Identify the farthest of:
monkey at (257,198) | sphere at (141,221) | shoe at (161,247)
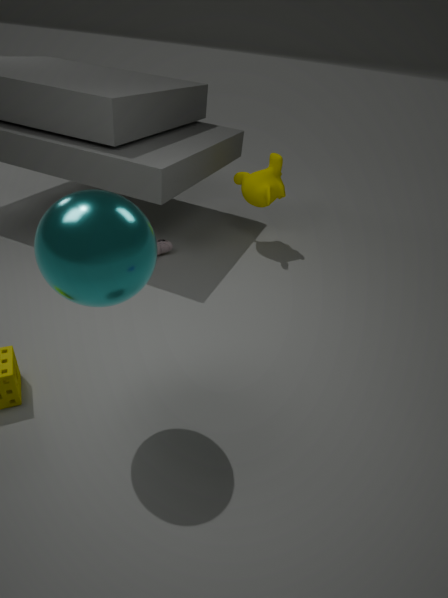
monkey at (257,198)
